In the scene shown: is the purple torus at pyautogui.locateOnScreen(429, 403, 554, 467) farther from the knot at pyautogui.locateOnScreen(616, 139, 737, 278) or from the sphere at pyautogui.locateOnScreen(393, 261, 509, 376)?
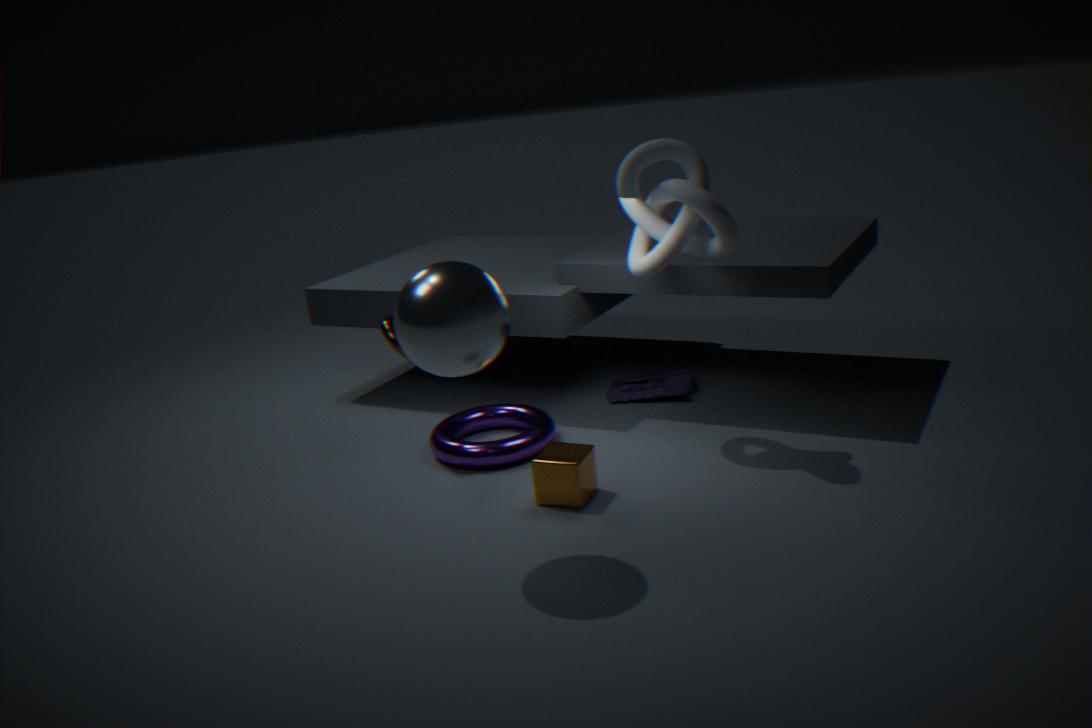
the sphere at pyautogui.locateOnScreen(393, 261, 509, 376)
